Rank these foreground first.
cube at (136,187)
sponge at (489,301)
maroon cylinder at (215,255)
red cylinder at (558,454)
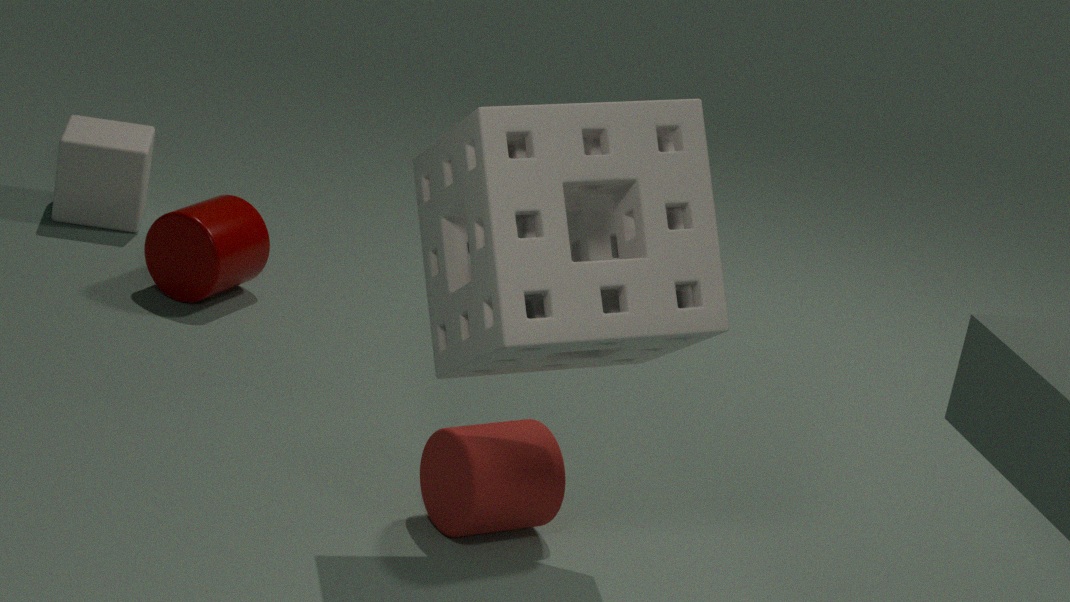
sponge at (489,301) < red cylinder at (558,454) < maroon cylinder at (215,255) < cube at (136,187)
